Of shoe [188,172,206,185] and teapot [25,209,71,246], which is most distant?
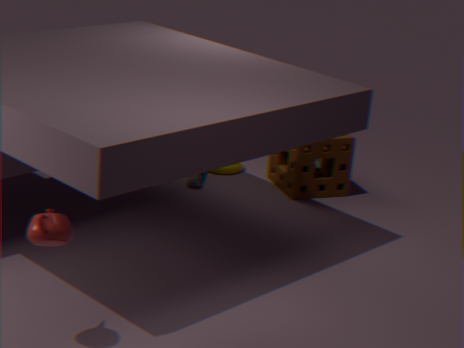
shoe [188,172,206,185]
